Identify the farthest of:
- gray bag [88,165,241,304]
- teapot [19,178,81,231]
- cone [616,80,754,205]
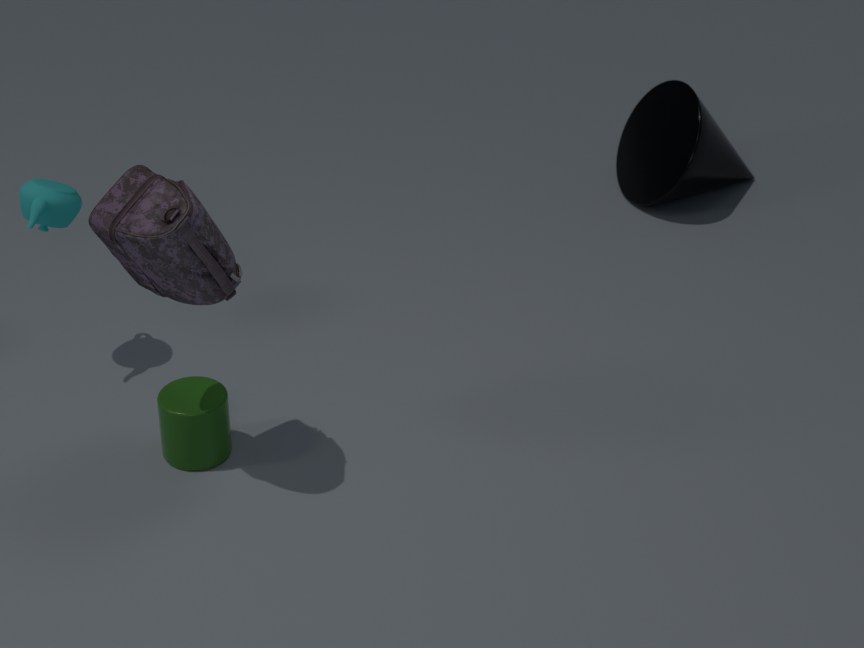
cone [616,80,754,205]
